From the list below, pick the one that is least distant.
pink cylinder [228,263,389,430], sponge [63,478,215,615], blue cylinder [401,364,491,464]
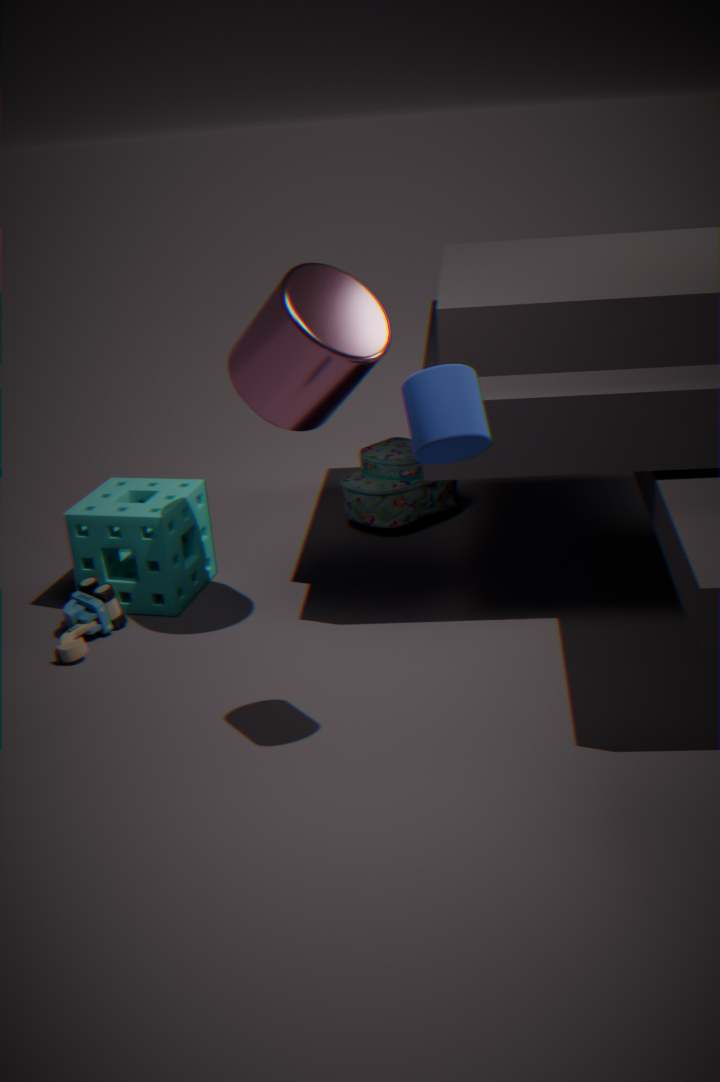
blue cylinder [401,364,491,464]
